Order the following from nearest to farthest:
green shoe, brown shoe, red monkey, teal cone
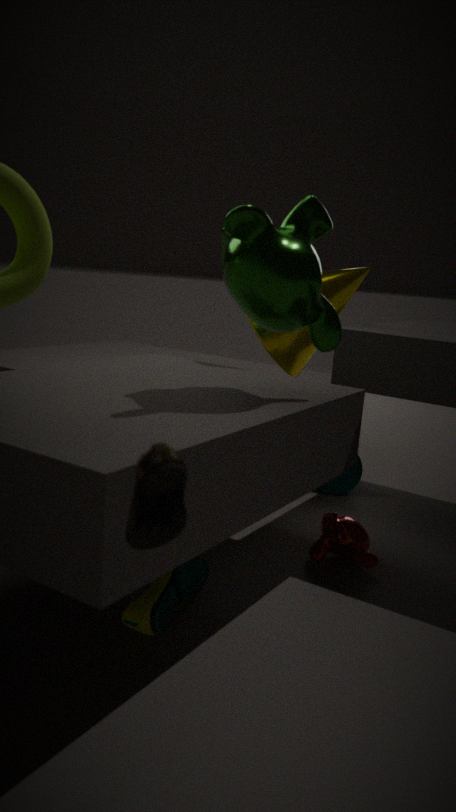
1. brown shoe
2. green shoe
3. red monkey
4. teal cone
